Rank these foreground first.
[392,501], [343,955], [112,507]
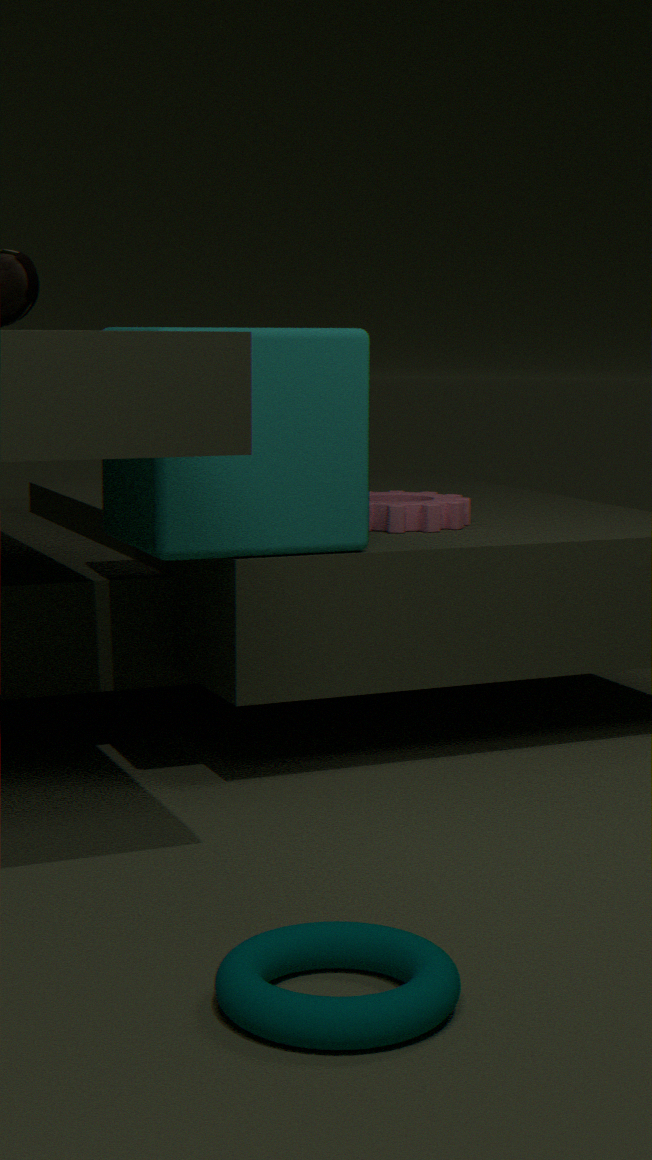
1. [343,955]
2. [112,507]
3. [392,501]
